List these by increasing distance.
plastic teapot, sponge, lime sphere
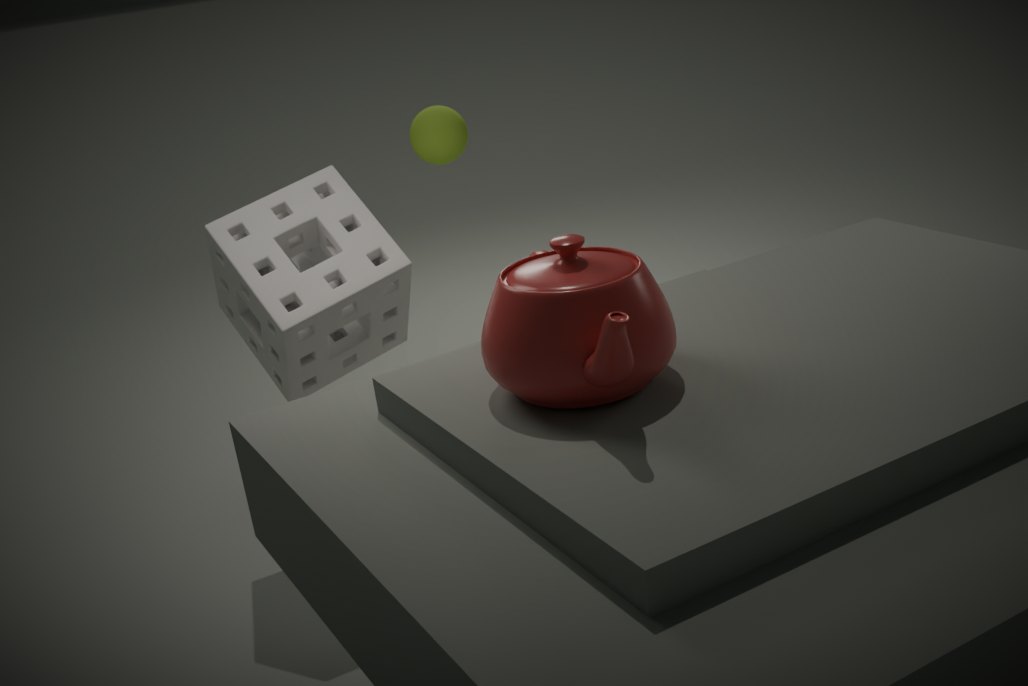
plastic teapot < sponge < lime sphere
